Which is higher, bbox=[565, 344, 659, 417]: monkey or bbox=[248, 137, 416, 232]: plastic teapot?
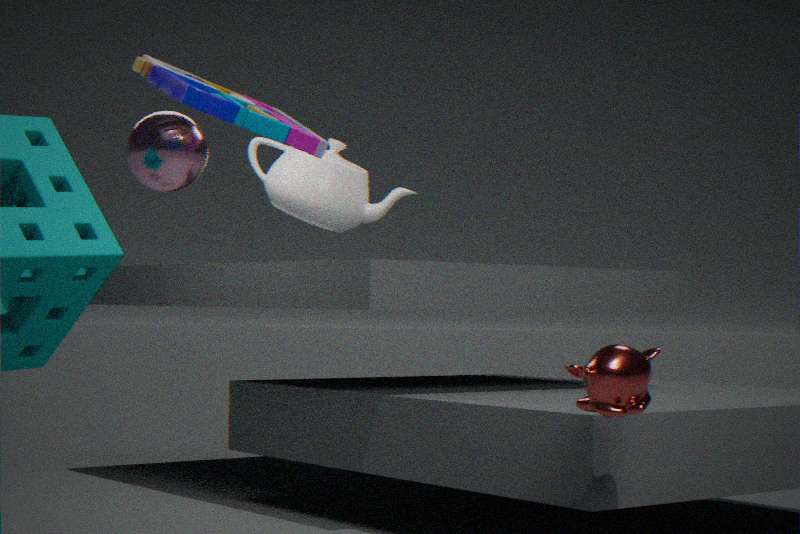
bbox=[248, 137, 416, 232]: plastic teapot
